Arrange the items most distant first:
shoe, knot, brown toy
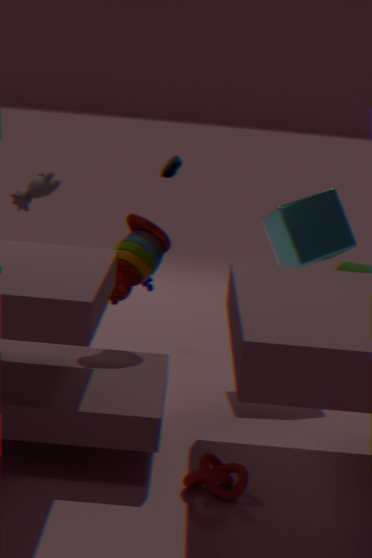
shoe → brown toy → knot
